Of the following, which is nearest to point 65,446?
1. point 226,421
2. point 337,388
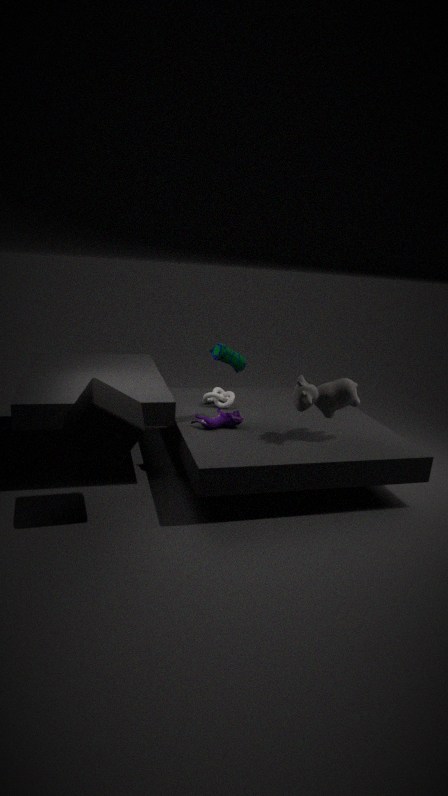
point 226,421
